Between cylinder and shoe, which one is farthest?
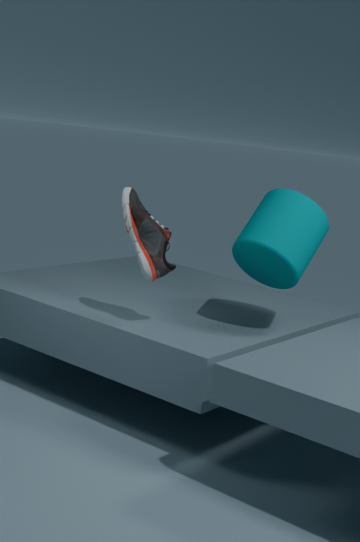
cylinder
